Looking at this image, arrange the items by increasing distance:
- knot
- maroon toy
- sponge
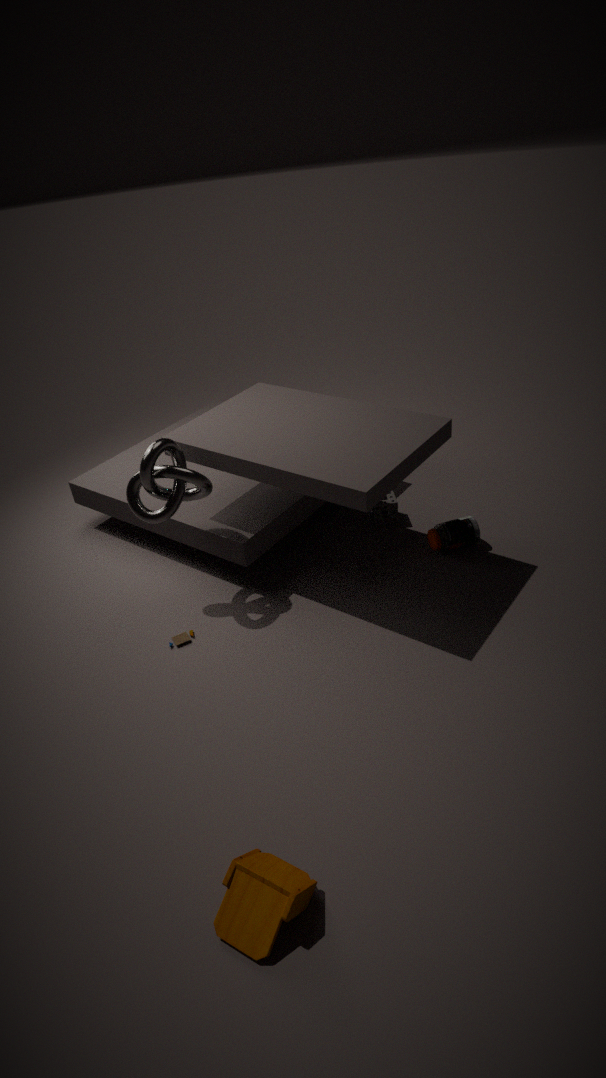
1. maroon toy
2. knot
3. sponge
